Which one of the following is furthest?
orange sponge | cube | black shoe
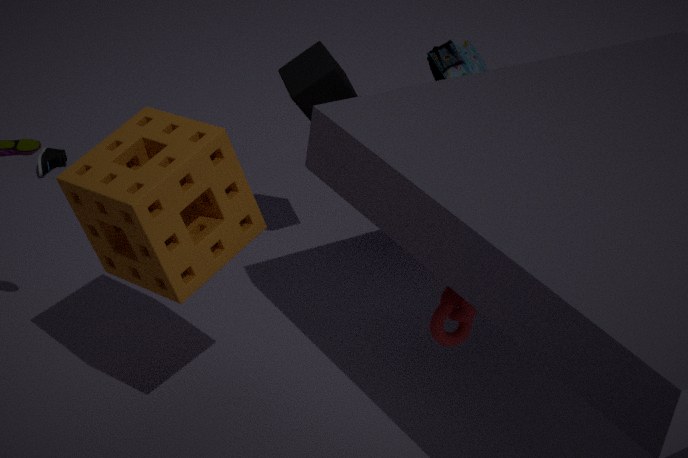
black shoe
